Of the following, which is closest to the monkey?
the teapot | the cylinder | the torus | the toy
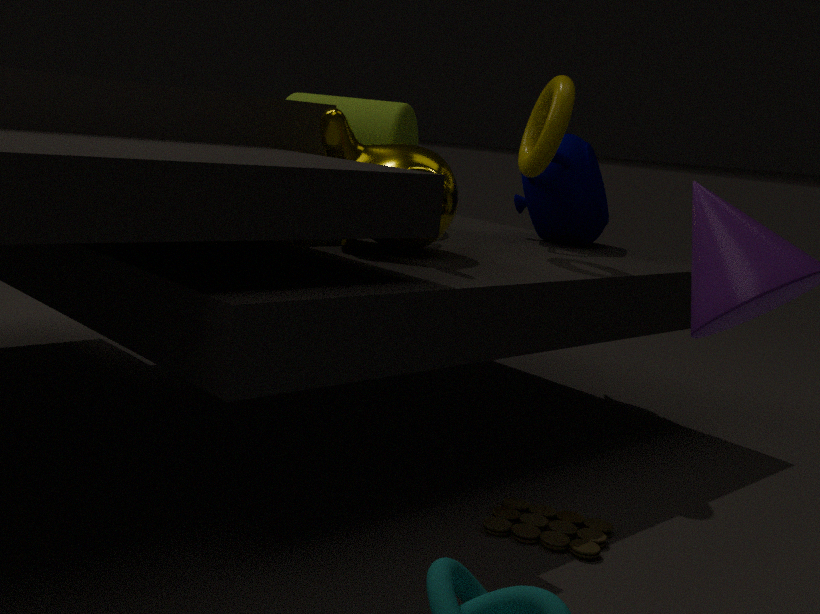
the cylinder
